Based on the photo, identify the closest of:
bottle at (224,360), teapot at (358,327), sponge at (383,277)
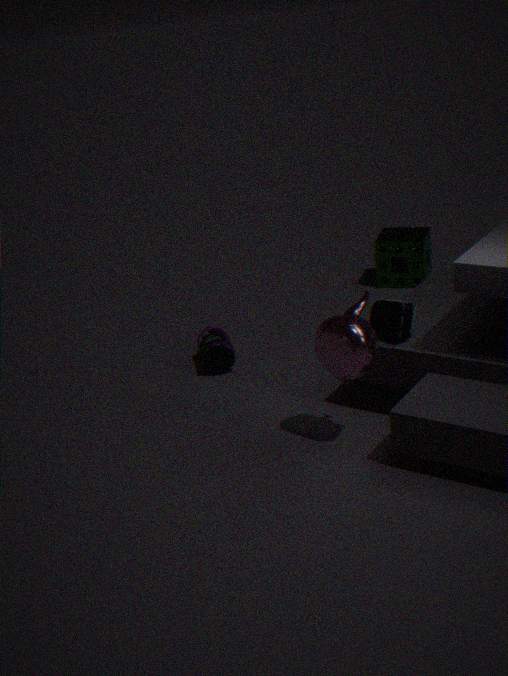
teapot at (358,327)
